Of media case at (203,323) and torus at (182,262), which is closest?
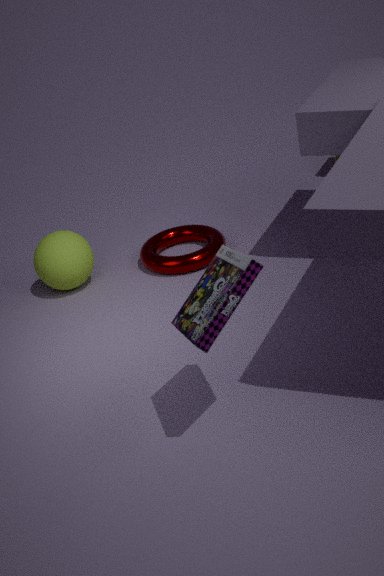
media case at (203,323)
